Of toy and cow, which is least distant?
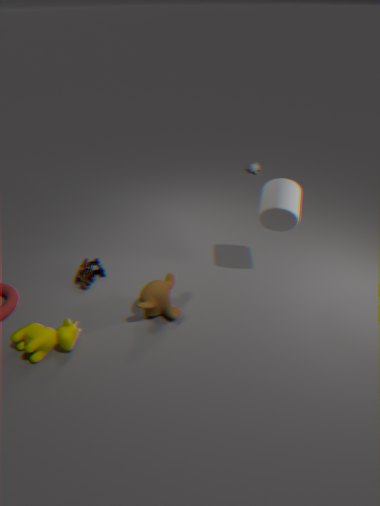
cow
